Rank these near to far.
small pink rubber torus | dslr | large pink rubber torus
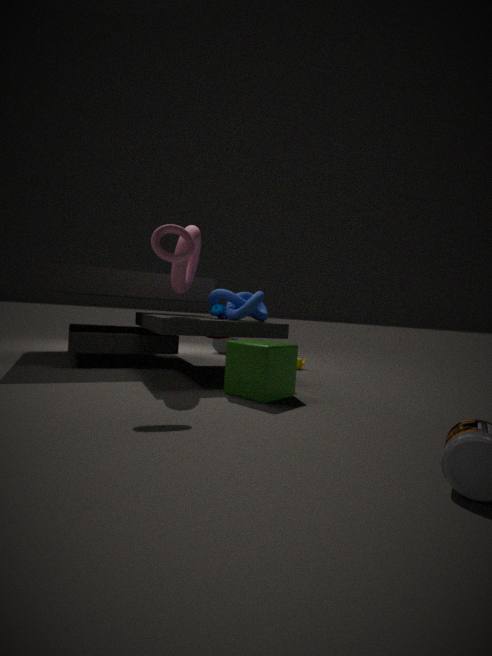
small pink rubber torus → large pink rubber torus → dslr
